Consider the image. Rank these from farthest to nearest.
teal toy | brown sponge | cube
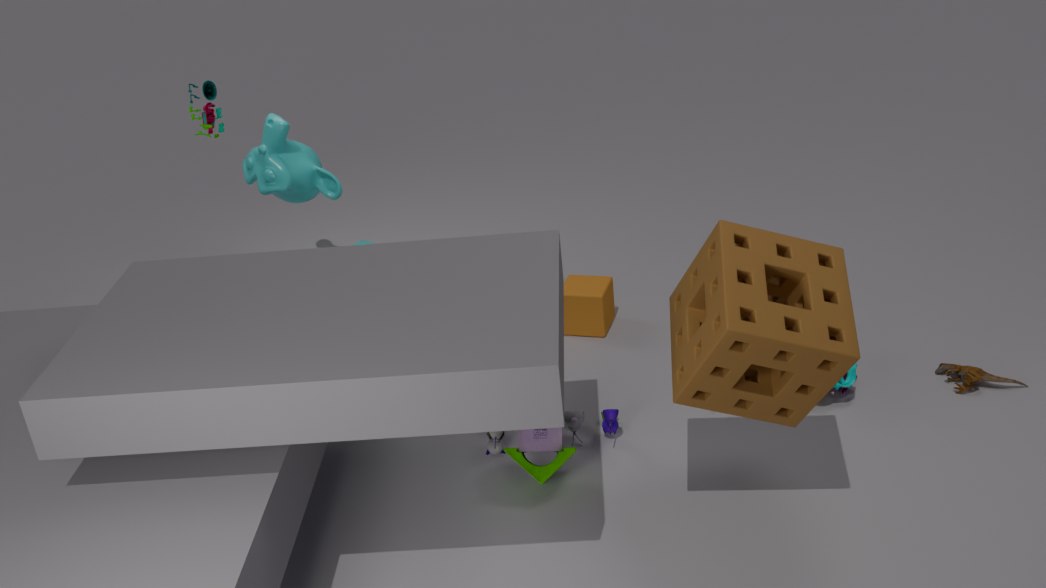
cube, teal toy, brown sponge
